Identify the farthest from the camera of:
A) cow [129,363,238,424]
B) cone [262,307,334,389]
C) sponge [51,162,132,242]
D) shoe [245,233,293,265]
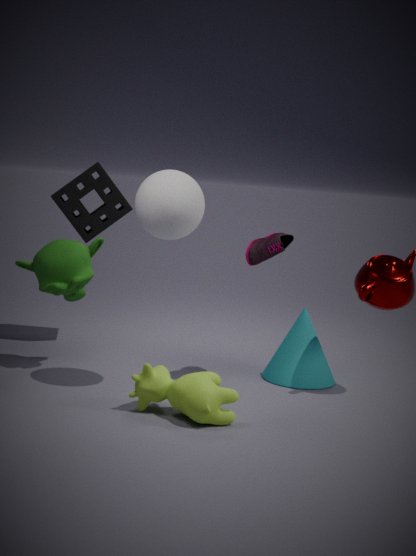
C. sponge [51,162,132,242]
